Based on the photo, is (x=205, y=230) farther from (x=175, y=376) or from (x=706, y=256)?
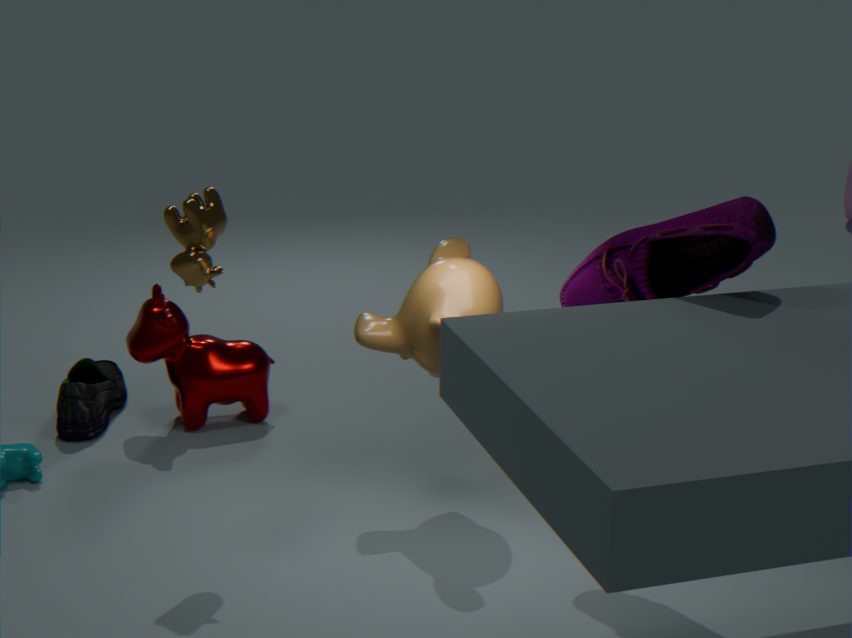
(x=706, y=256)
